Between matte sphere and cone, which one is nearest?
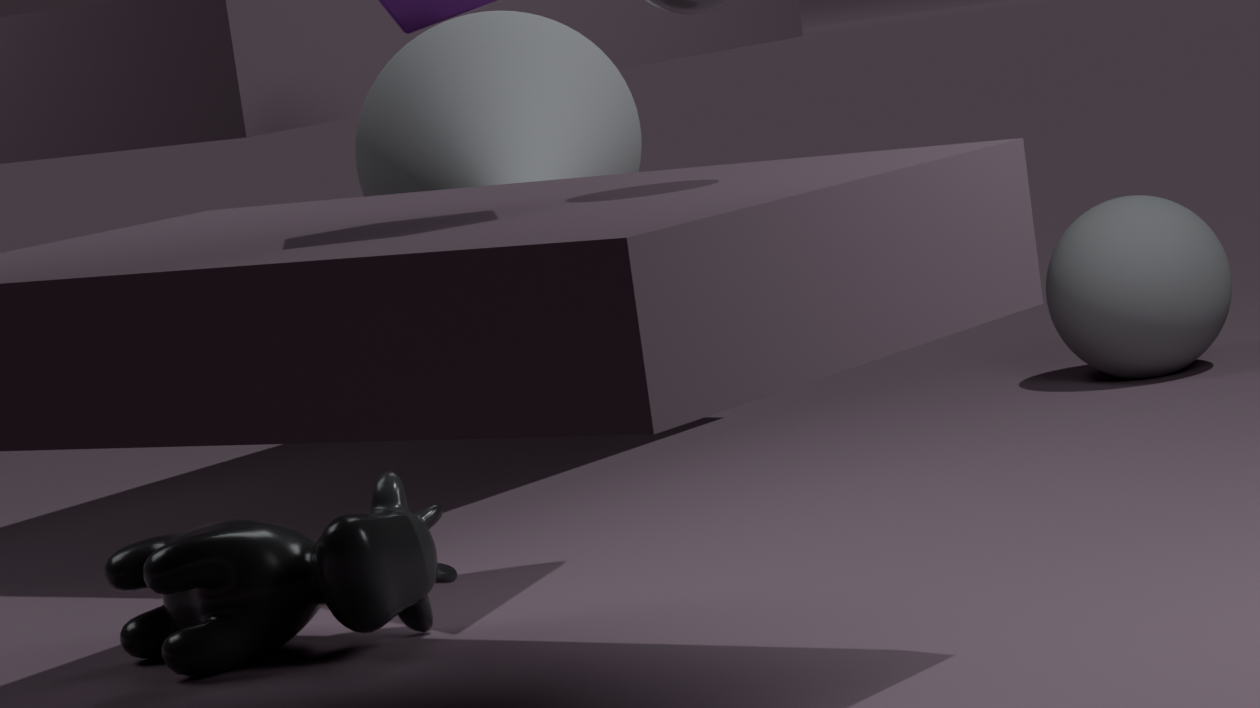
cone
